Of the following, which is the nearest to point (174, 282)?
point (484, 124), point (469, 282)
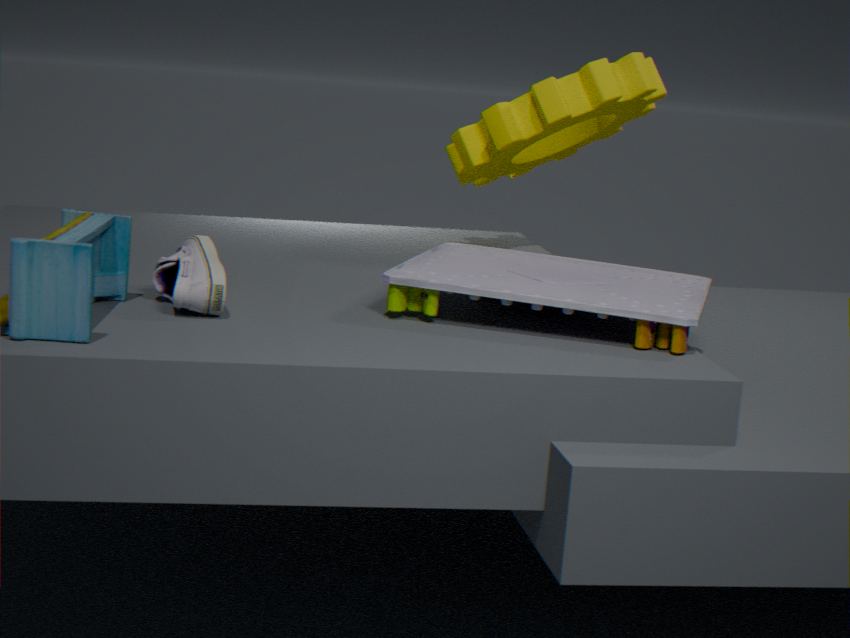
point (469, 282)
